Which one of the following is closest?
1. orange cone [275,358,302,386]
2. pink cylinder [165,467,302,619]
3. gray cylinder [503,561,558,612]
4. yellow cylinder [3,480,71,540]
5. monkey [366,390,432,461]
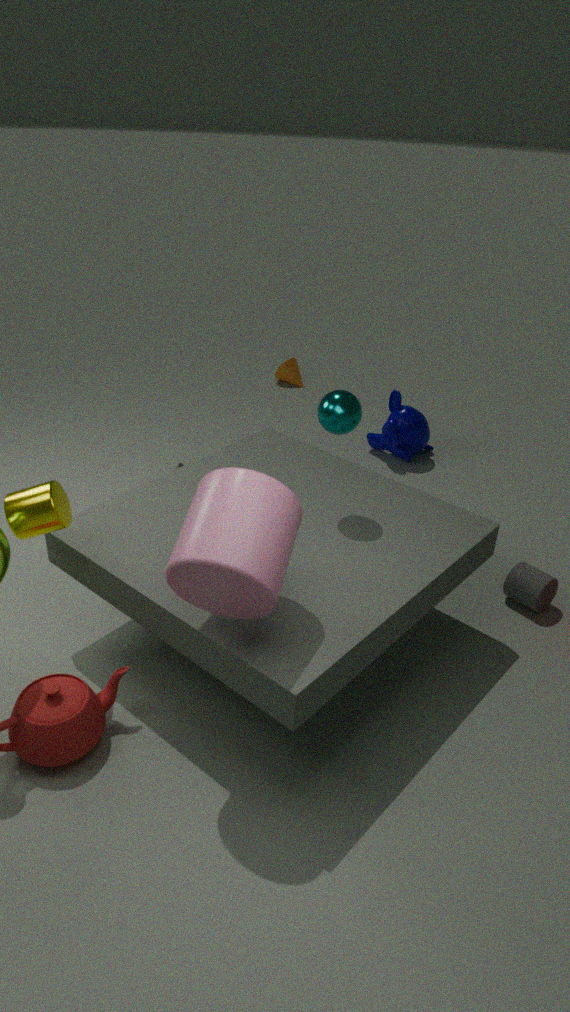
pink cylinder [165,467,302,619]
